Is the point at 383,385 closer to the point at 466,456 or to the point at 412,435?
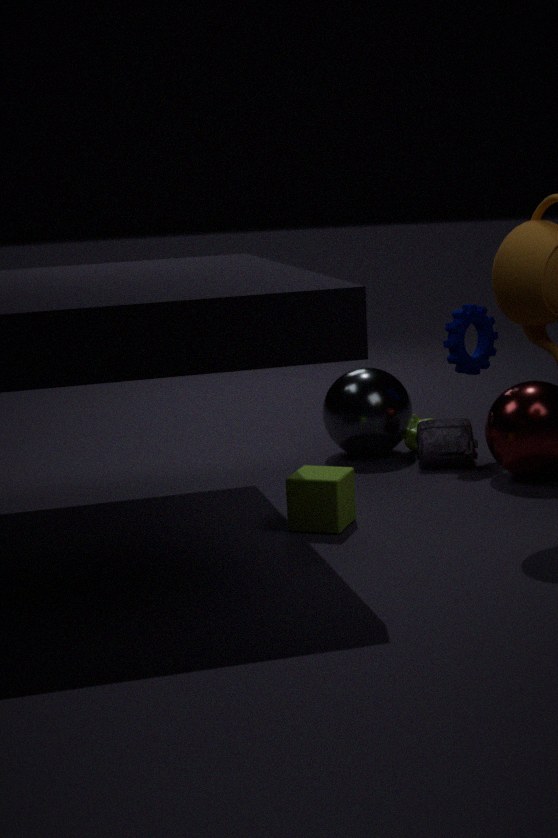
the point at 412,435
